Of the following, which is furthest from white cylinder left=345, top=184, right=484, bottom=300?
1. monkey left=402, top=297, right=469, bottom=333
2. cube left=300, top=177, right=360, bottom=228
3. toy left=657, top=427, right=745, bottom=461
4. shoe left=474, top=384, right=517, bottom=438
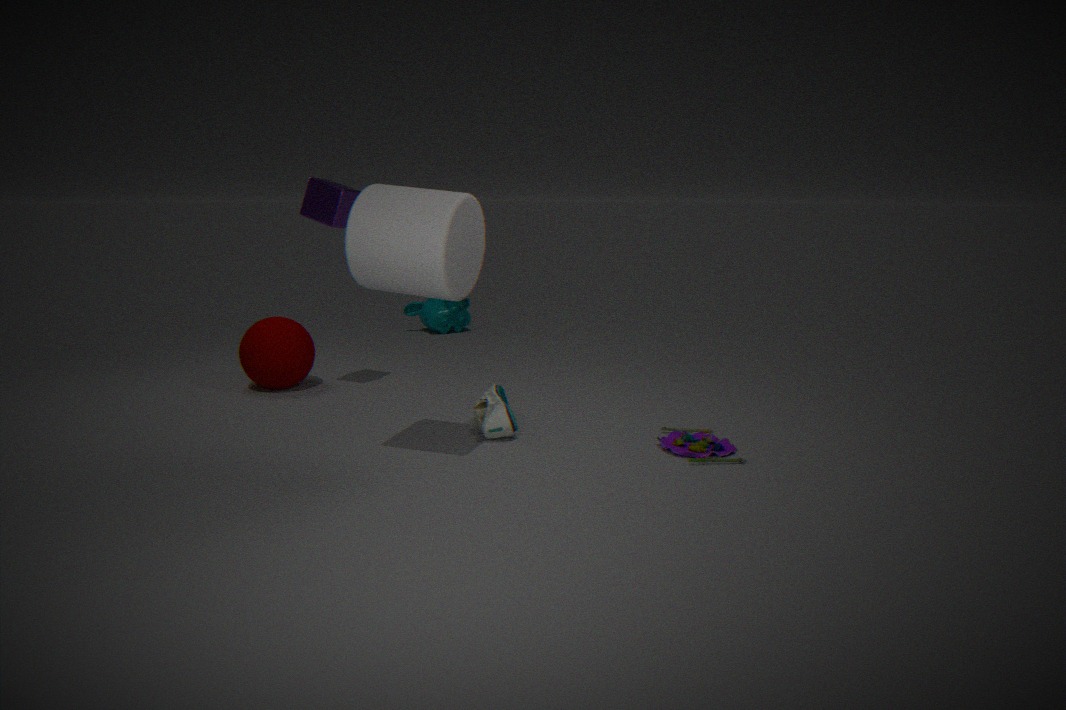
monkey left=402, top=297, right=469, bottom=333
